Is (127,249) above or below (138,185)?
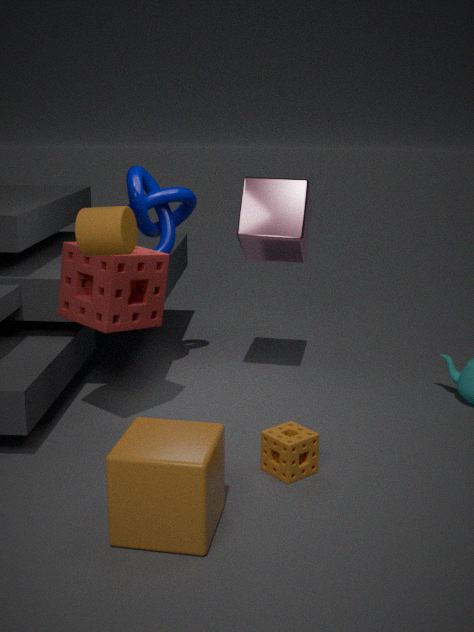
above
